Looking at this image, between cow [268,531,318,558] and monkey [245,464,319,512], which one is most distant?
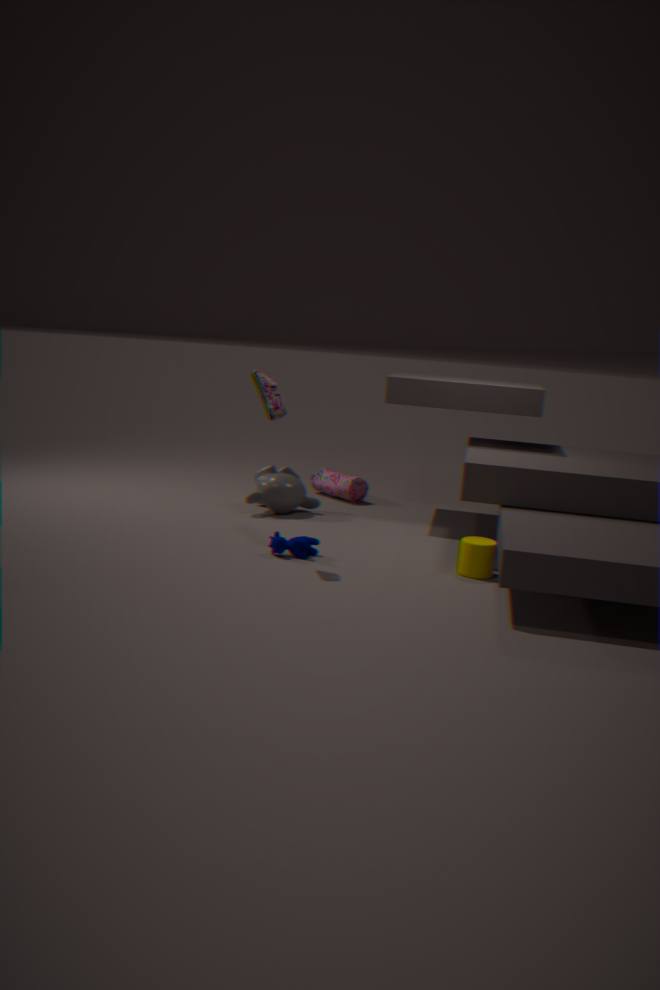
monkey [245,464,319,512]
